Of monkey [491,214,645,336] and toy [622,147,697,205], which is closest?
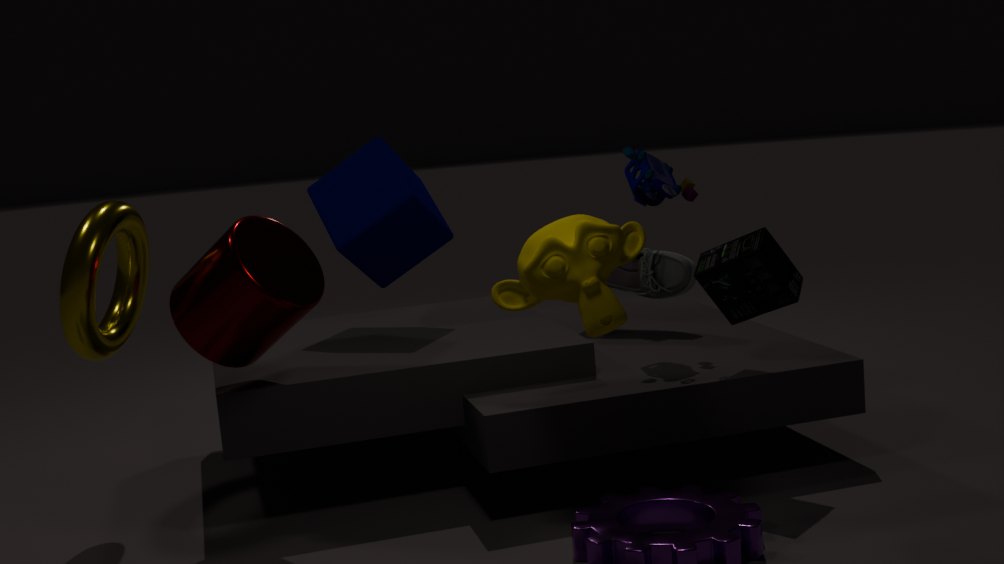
monkey [491,214,645,336]
